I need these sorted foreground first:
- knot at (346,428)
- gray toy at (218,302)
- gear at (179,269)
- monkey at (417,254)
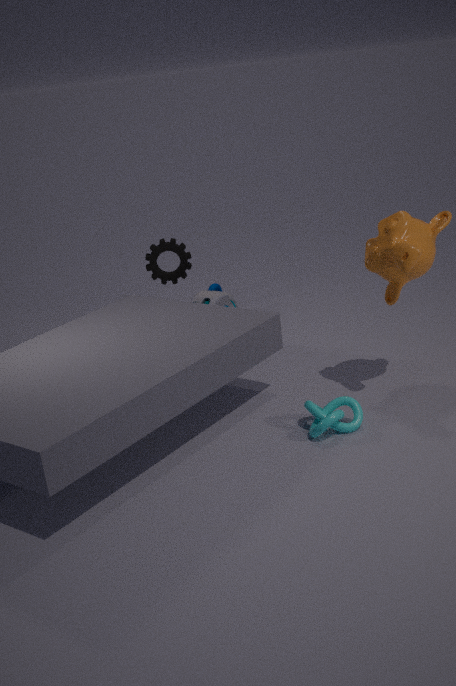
knot at (346,428) → monkey at (417,254) → gear at (179,269) → gray toy at (218,302)
